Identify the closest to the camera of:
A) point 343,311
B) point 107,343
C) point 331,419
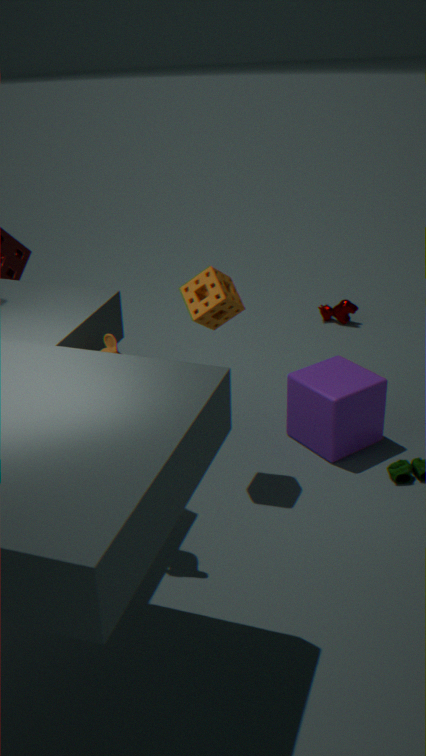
point 107,343
